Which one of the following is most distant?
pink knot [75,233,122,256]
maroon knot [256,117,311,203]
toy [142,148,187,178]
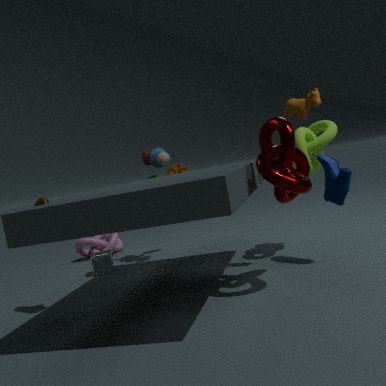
pink knot [75,233,122,256]
